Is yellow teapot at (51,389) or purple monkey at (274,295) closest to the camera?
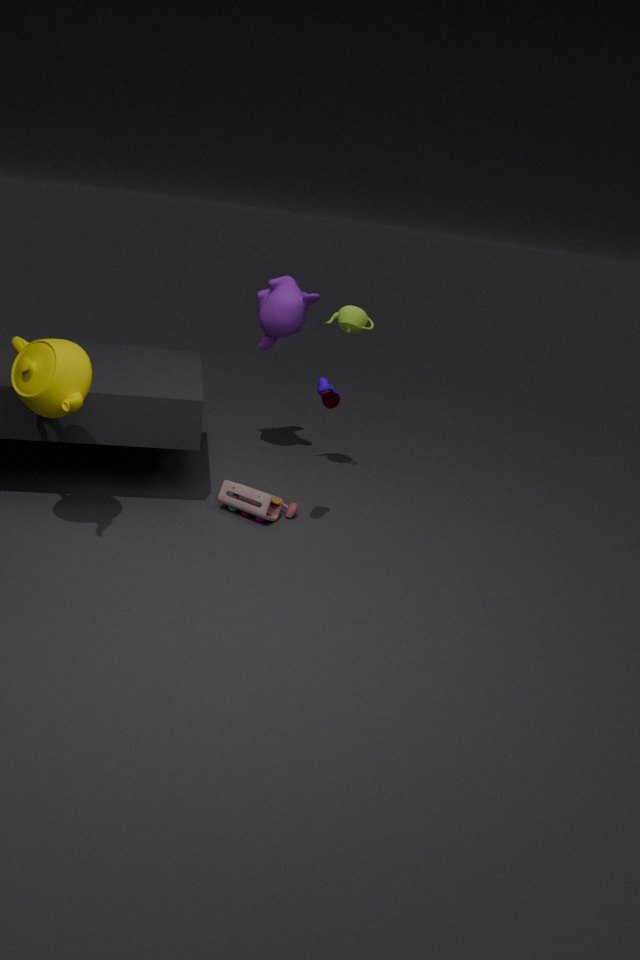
yellow teapot at (51,389)
